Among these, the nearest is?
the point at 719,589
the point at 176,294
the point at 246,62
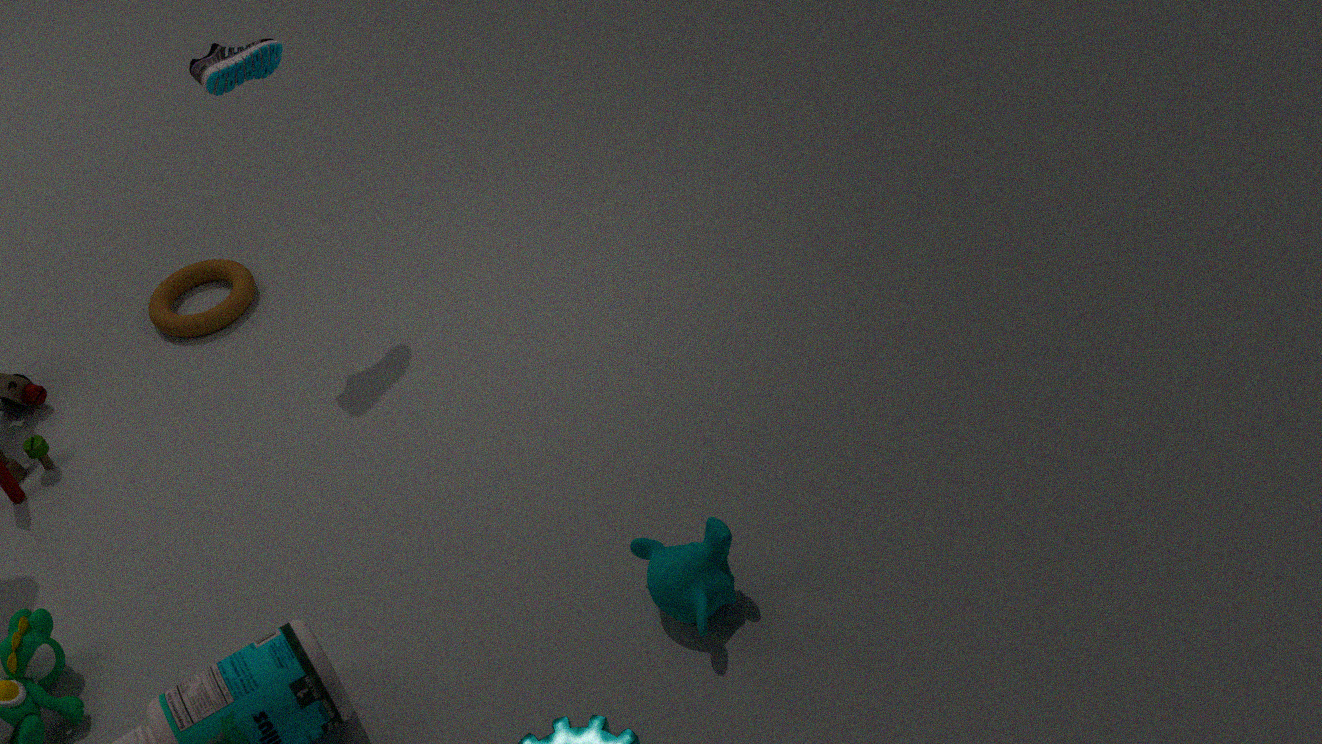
the point at 719,589
